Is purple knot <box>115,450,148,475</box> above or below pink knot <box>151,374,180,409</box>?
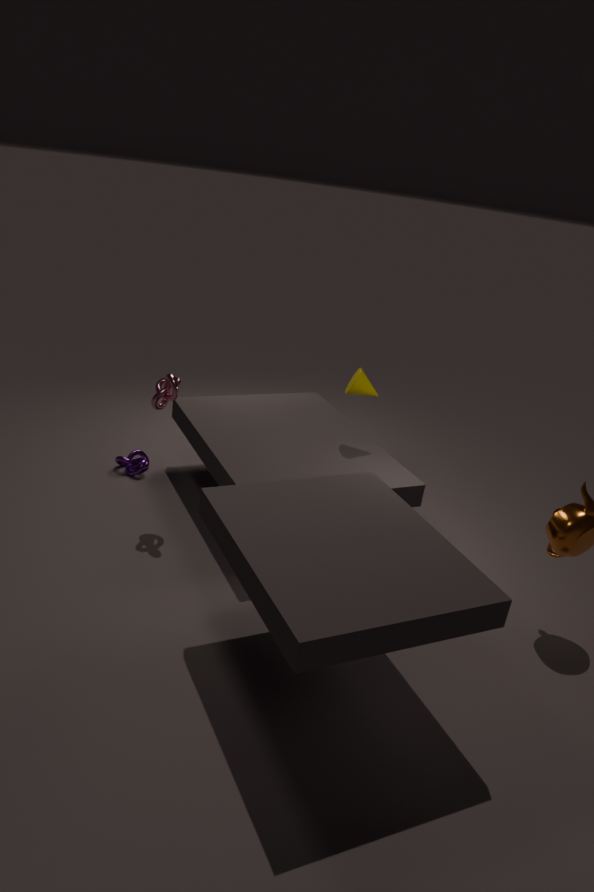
below
